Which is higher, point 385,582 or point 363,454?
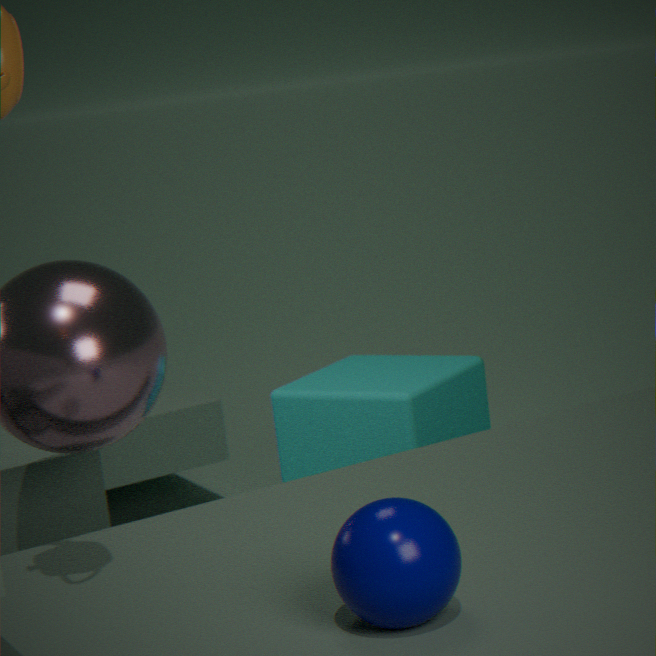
point 385,582
